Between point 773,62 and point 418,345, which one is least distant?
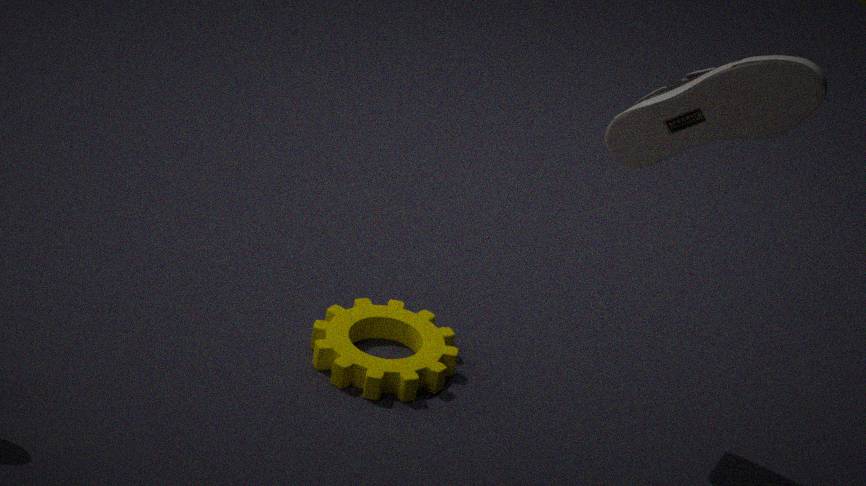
point 773,62
